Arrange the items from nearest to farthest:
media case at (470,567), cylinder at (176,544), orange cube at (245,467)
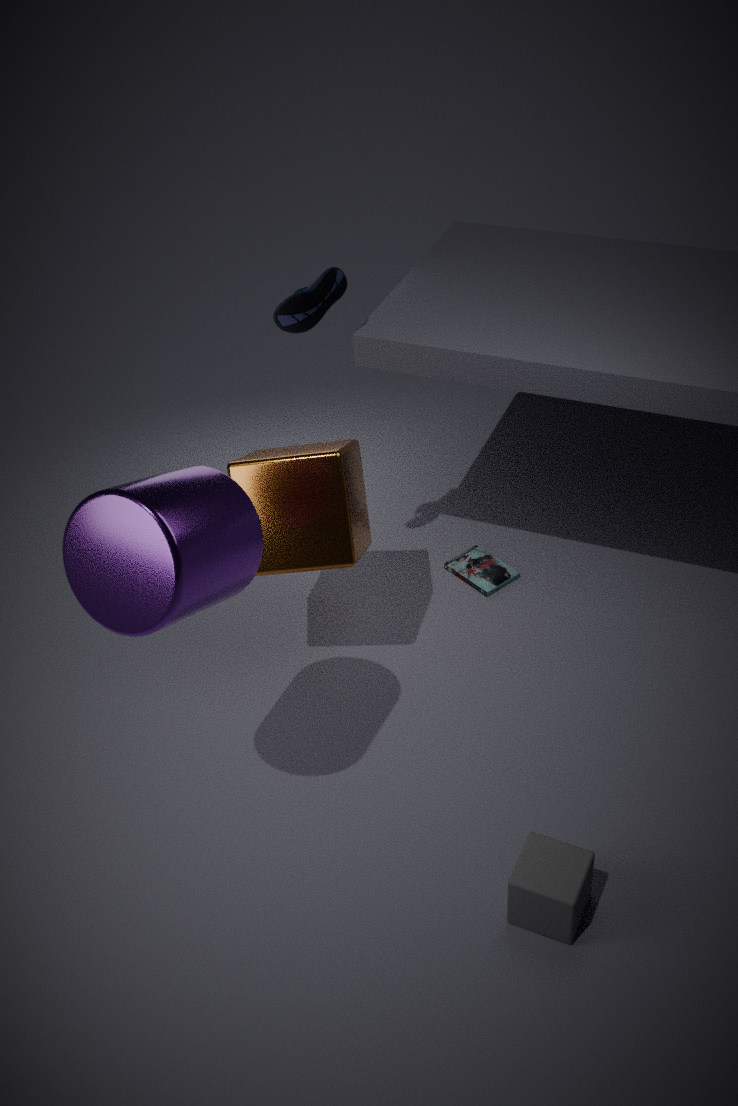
1. cylinder at (176,544)
2. orange cube at (245,467)
3. media case at (470,567)
